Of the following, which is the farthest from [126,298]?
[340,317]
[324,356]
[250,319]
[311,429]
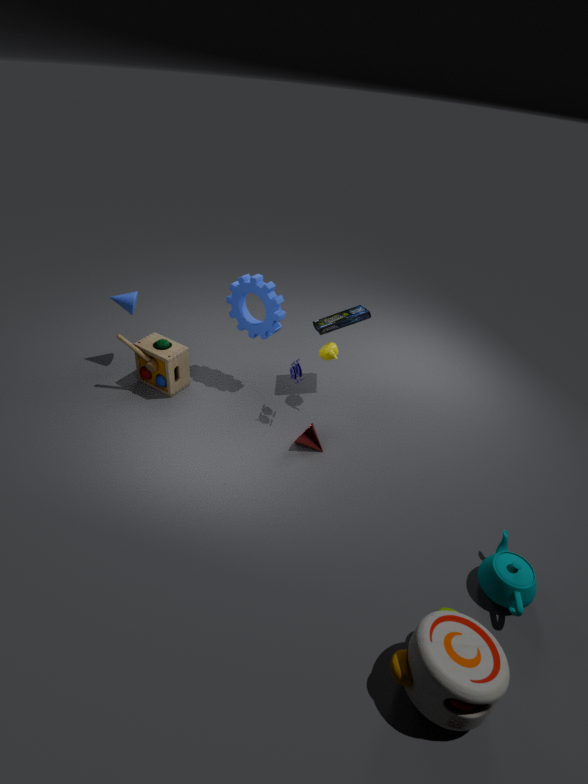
[311,429]
